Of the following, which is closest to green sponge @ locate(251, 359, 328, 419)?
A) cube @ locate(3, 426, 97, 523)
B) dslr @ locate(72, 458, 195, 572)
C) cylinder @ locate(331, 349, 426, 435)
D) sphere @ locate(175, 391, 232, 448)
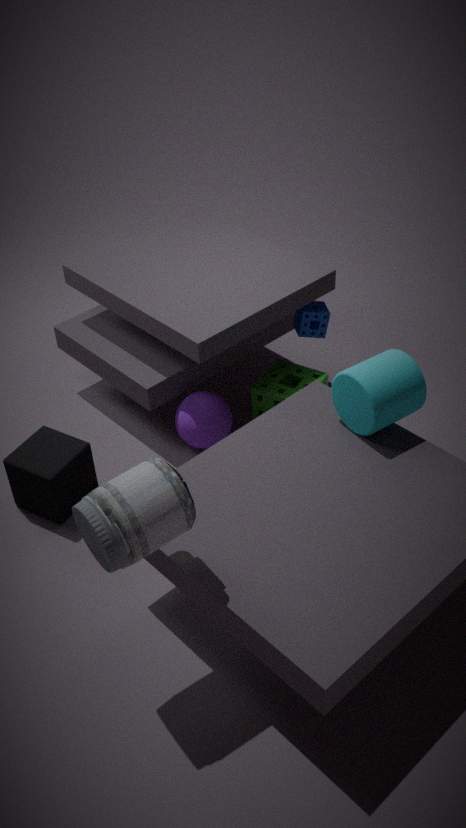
sphere @ locate(175, 391, 232, 448)
